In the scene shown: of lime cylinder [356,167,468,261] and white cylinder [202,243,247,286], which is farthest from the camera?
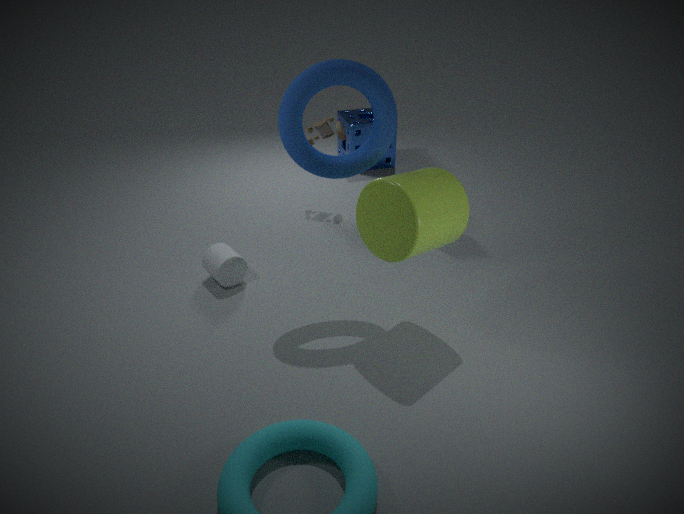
white cylinder [202,243,247,286]
